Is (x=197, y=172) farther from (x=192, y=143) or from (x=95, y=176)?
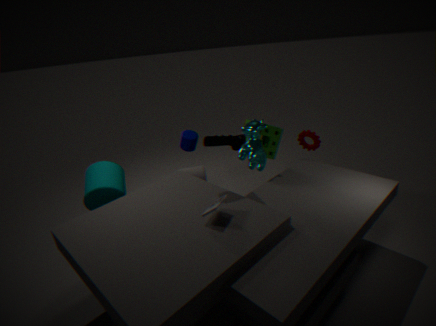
(x=95, y=176)
